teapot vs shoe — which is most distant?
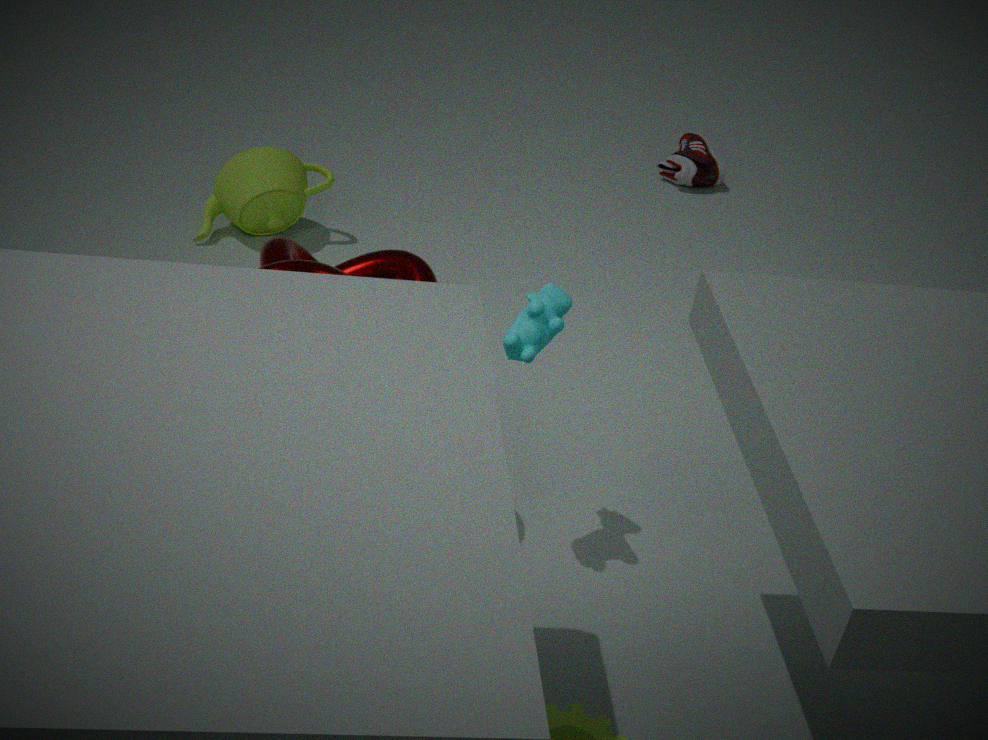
shoe
